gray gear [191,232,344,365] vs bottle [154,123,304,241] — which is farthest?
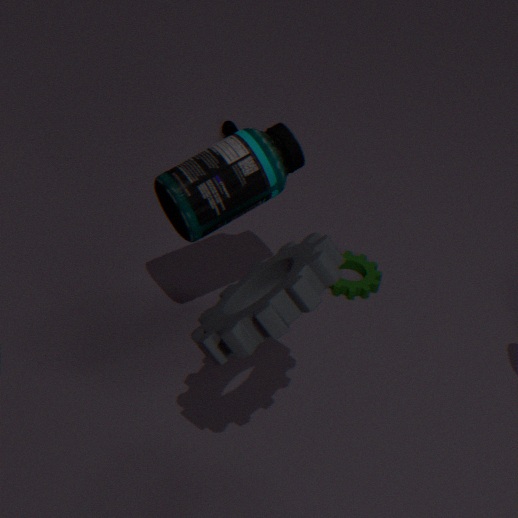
bottle [154,123,304,241]
